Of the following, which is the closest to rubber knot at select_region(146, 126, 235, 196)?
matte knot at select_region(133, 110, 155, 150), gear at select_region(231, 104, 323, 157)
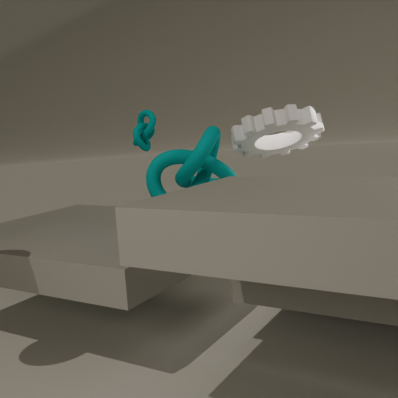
gear at select_region(231, 104, 323, 157)
